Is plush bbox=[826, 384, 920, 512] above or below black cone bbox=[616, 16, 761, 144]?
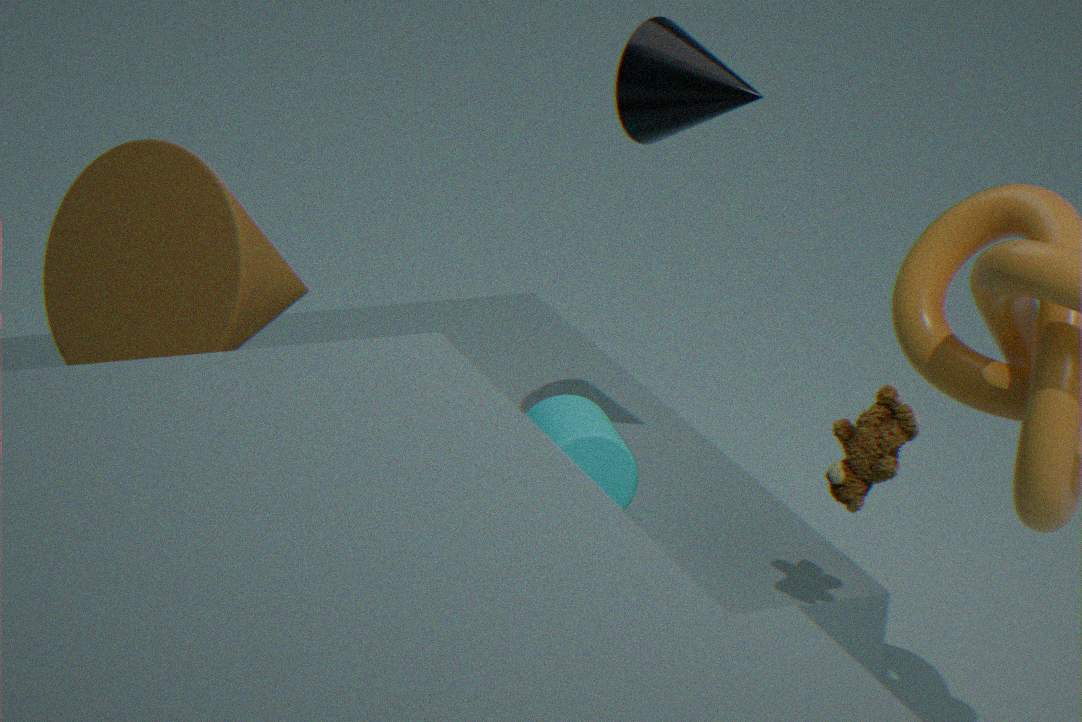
below
